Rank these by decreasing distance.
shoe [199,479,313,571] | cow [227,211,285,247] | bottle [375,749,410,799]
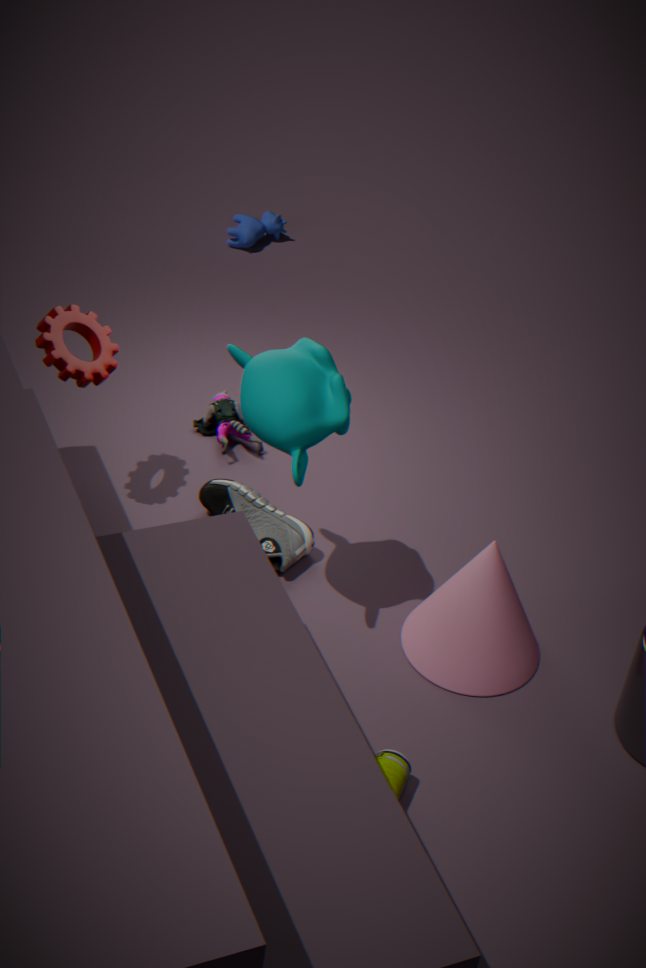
cow [227,211,285,247]
shoe [199,479,313,571]
bottle [375,749,410,799]
